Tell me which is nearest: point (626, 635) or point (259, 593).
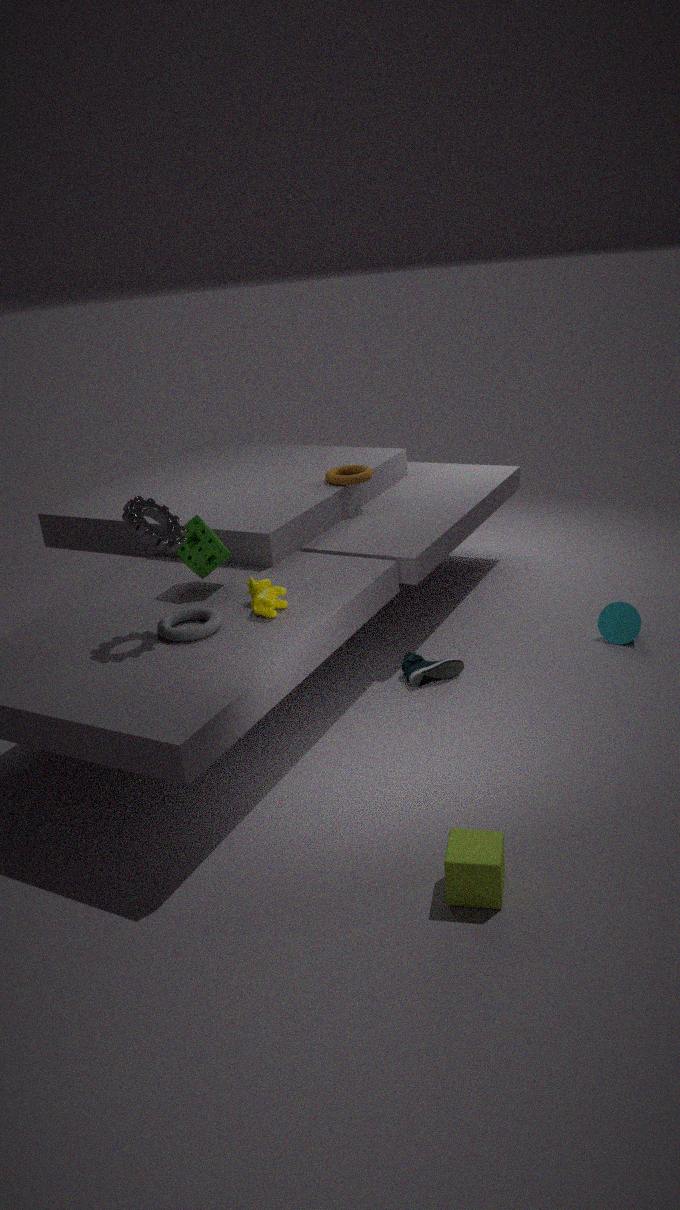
point (259, 593)
